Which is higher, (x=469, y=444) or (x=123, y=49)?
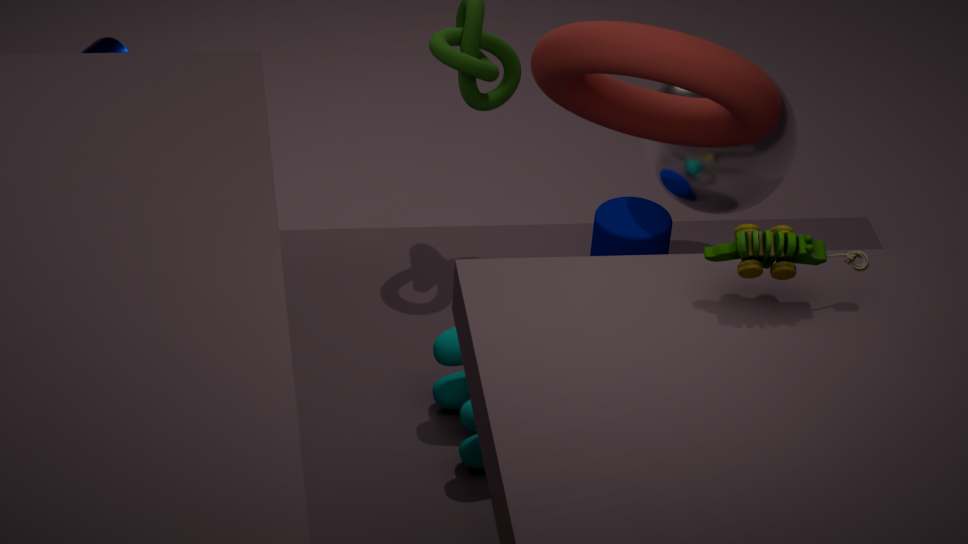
(x=123, y=49)
